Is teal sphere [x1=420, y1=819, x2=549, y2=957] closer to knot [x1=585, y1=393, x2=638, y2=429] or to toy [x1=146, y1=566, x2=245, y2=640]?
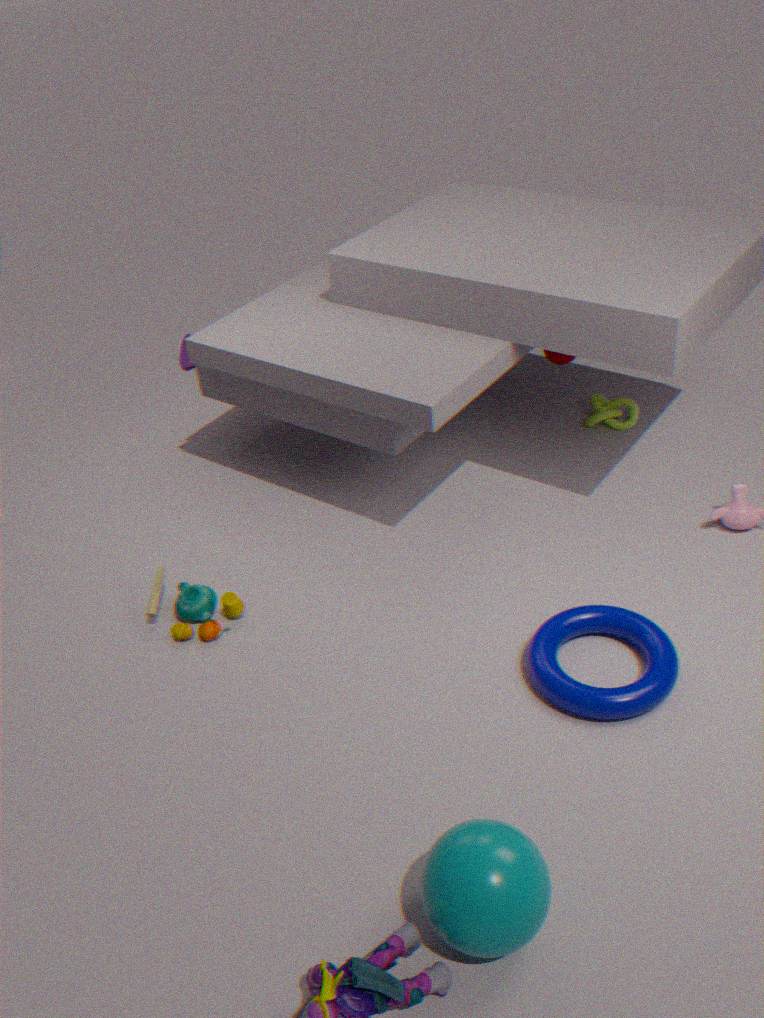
toy [x1=146, y1=566, x2=245, y2=640]
